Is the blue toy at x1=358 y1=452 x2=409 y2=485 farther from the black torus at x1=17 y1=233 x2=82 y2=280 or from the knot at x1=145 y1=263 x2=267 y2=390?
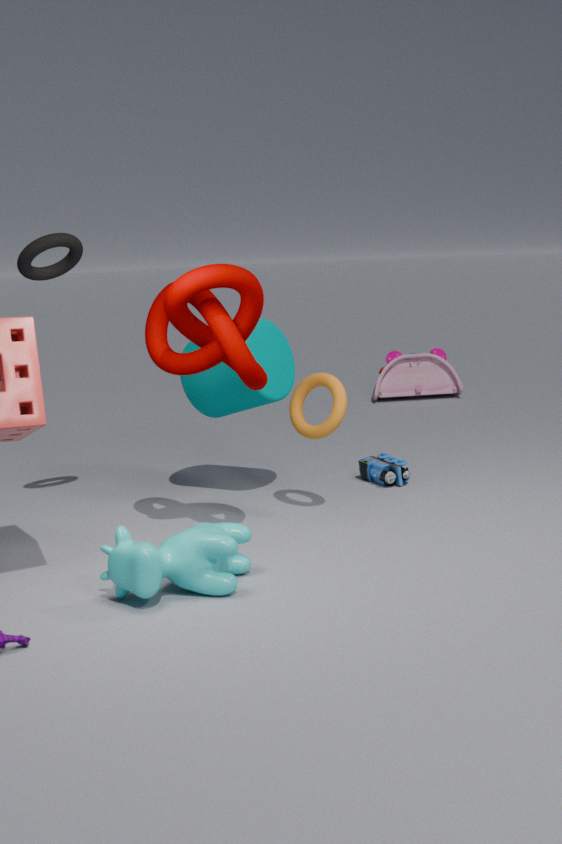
the black torus at x1=17 y1=233 x2=82 y2=280
